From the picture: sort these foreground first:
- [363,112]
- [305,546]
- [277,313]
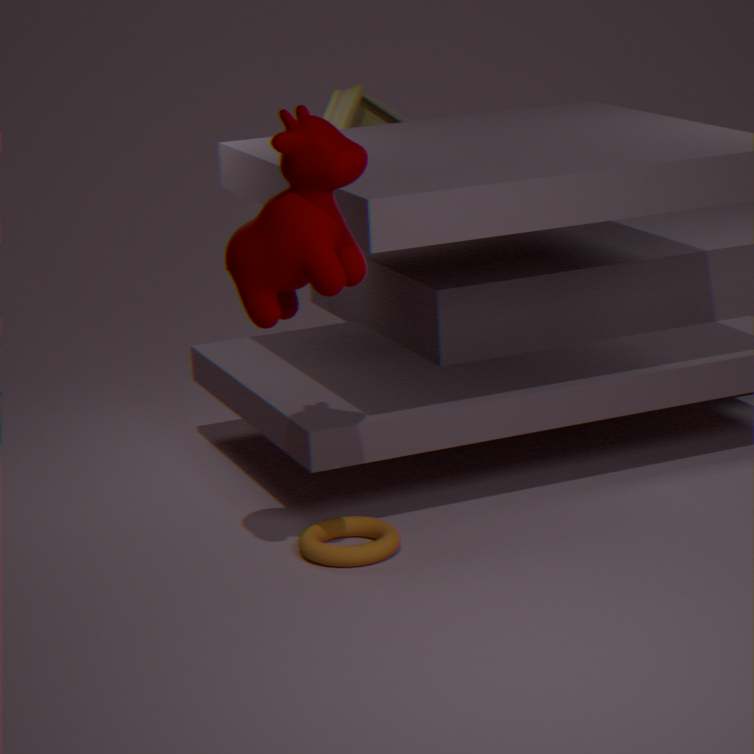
[277,313] → [305,546] → [363,112]
